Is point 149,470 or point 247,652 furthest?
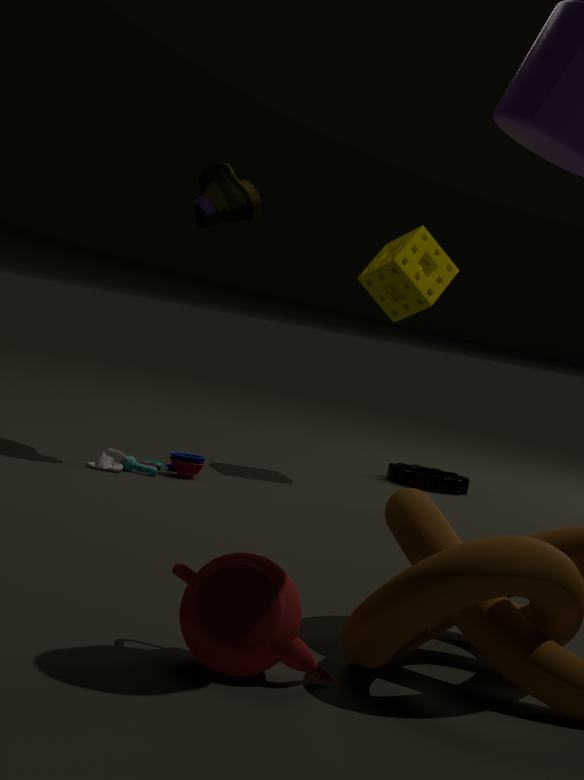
point 149,470
